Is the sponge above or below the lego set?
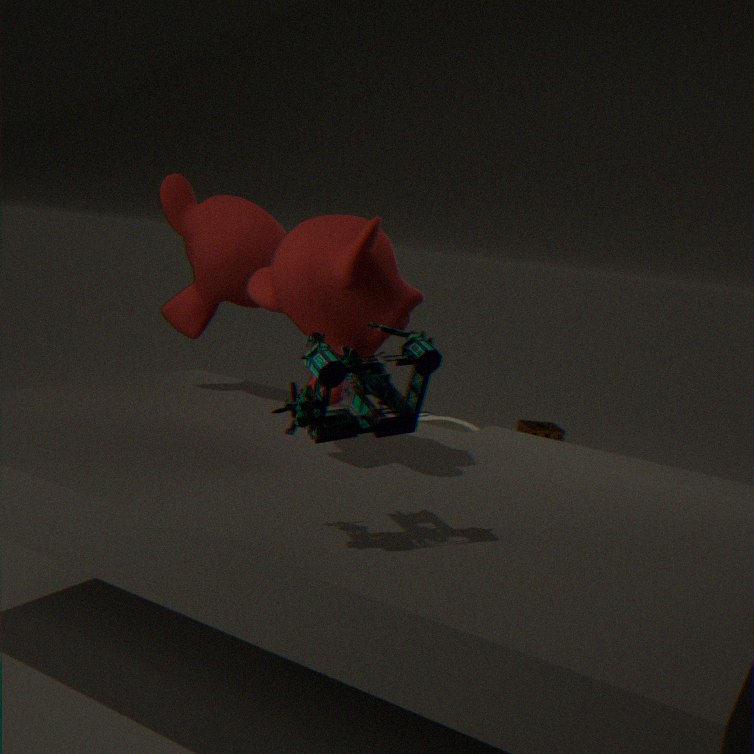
below
